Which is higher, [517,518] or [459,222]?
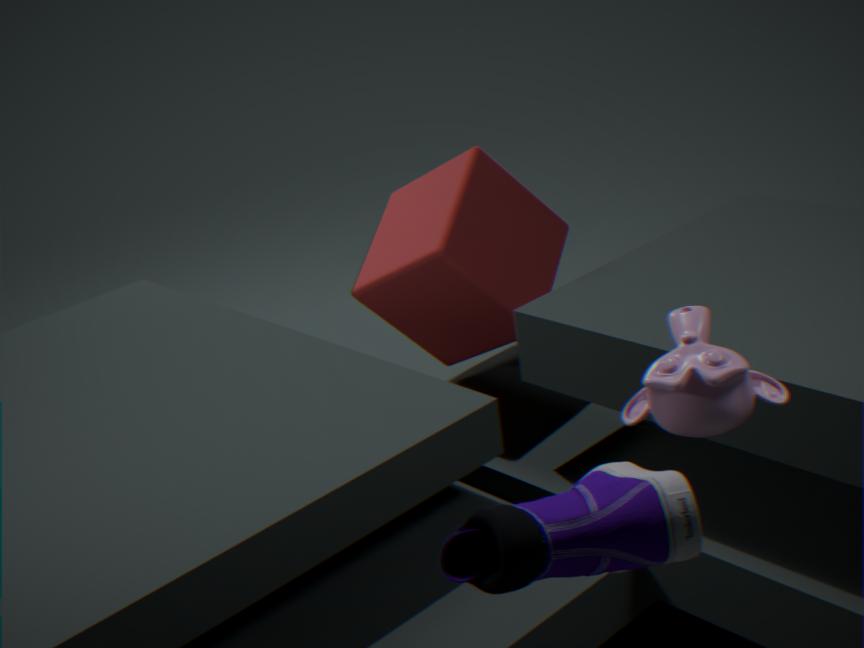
[517,518]
